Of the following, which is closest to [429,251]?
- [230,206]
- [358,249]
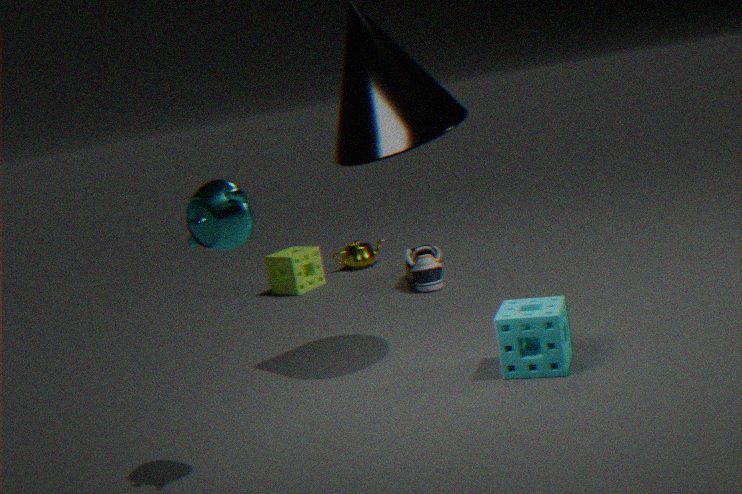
[358,249]
